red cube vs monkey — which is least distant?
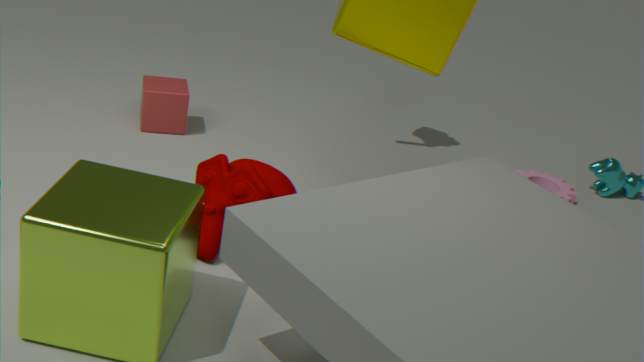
monkey
